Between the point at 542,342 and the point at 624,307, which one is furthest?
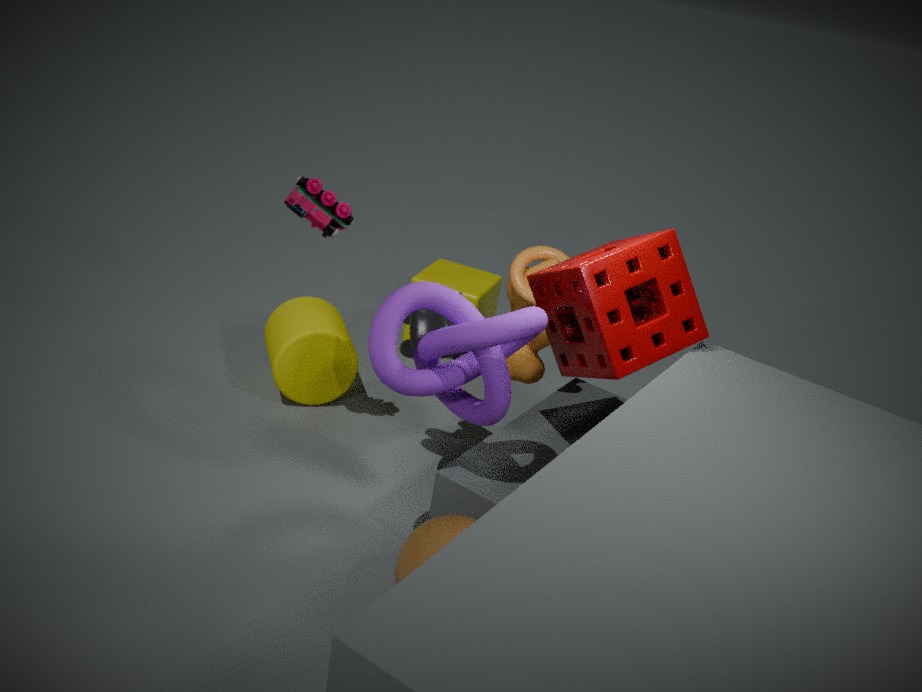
the point at 542,342
